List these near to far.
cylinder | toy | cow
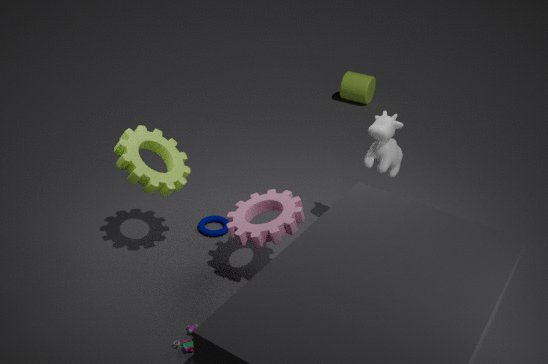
toy < cow < cylinder
